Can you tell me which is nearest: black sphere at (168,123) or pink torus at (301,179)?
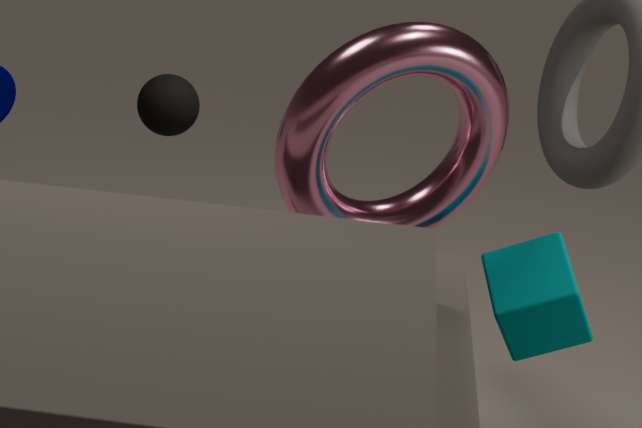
pink torus at (301,179)
